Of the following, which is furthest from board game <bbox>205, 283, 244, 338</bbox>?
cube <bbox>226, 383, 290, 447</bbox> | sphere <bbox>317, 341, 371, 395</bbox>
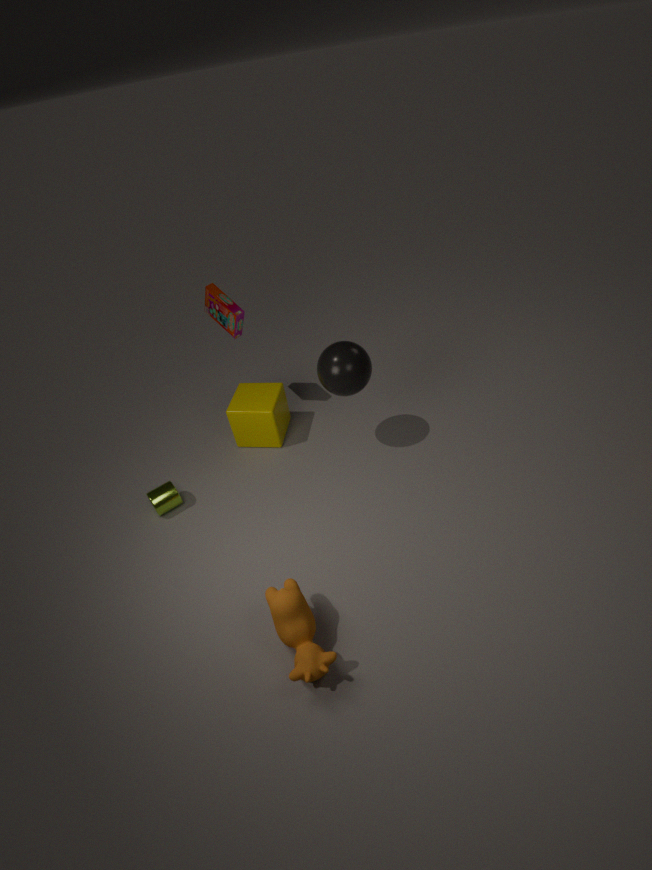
sphere <bbox>317, 341, 371, 395</bbox>
